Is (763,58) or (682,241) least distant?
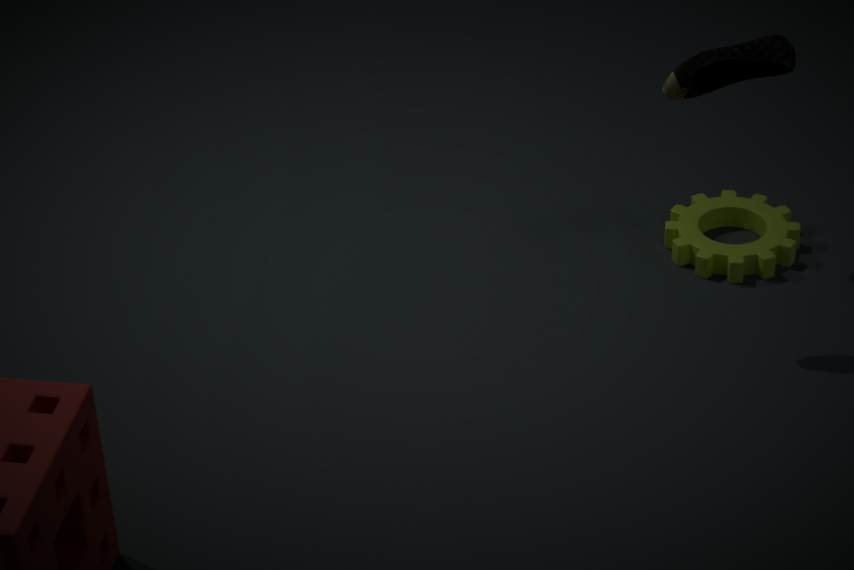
(763,58)
